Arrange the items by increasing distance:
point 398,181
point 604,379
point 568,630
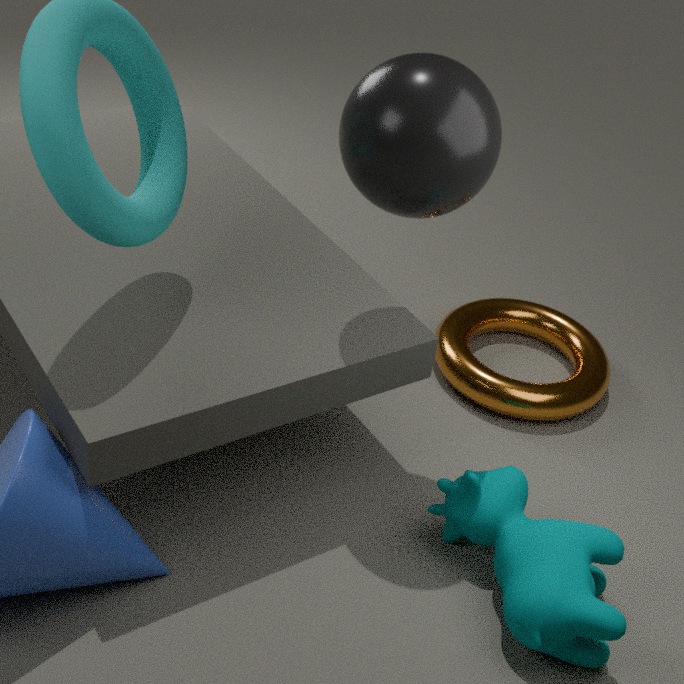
point 398,181
point 568,630
point 604,379
